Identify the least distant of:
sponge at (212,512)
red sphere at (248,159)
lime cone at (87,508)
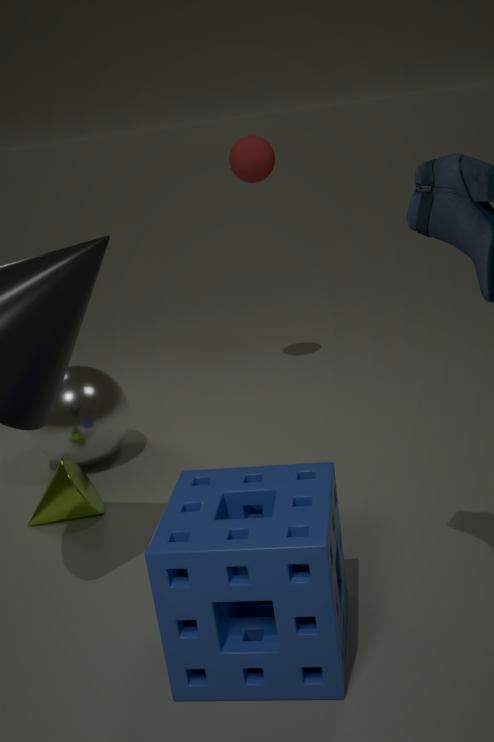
sponge at (212,512)
